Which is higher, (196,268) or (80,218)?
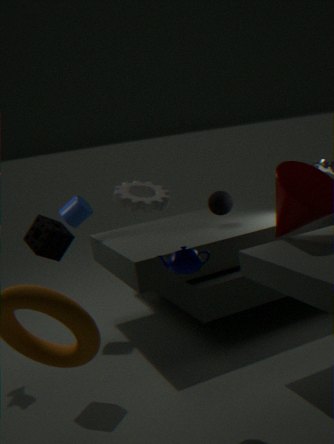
(80,218)
